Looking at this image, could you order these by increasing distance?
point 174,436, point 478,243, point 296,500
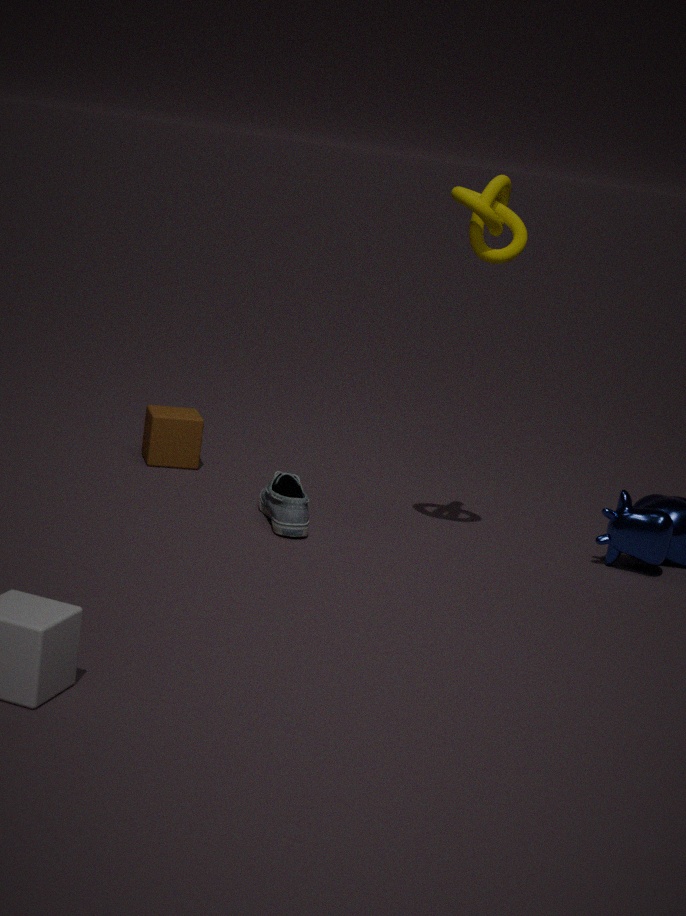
1. point 478,243
2. point 296,500
3. point 174,436
